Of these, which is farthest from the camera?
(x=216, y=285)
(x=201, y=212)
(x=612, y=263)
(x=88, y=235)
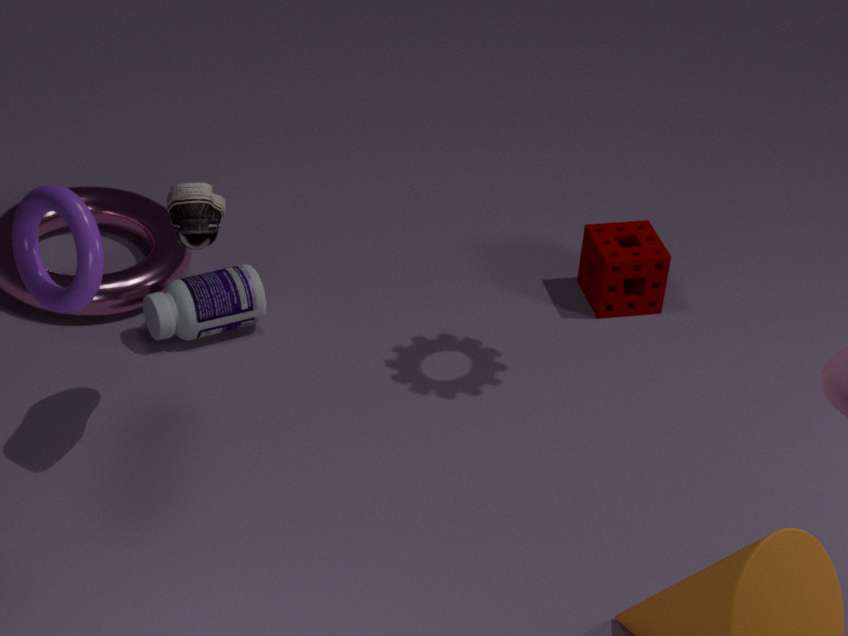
(x=612, y=263)
